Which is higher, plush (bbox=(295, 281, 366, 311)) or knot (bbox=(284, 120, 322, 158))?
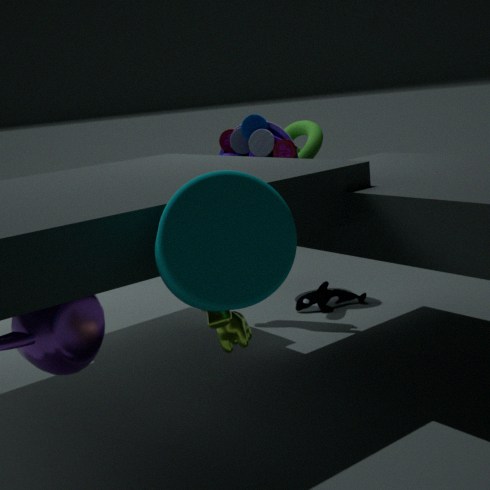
knot (bbox=(284, 120, 322, 158))
